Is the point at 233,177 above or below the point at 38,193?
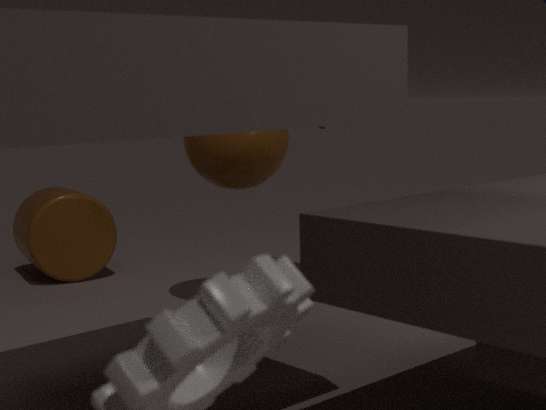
above
